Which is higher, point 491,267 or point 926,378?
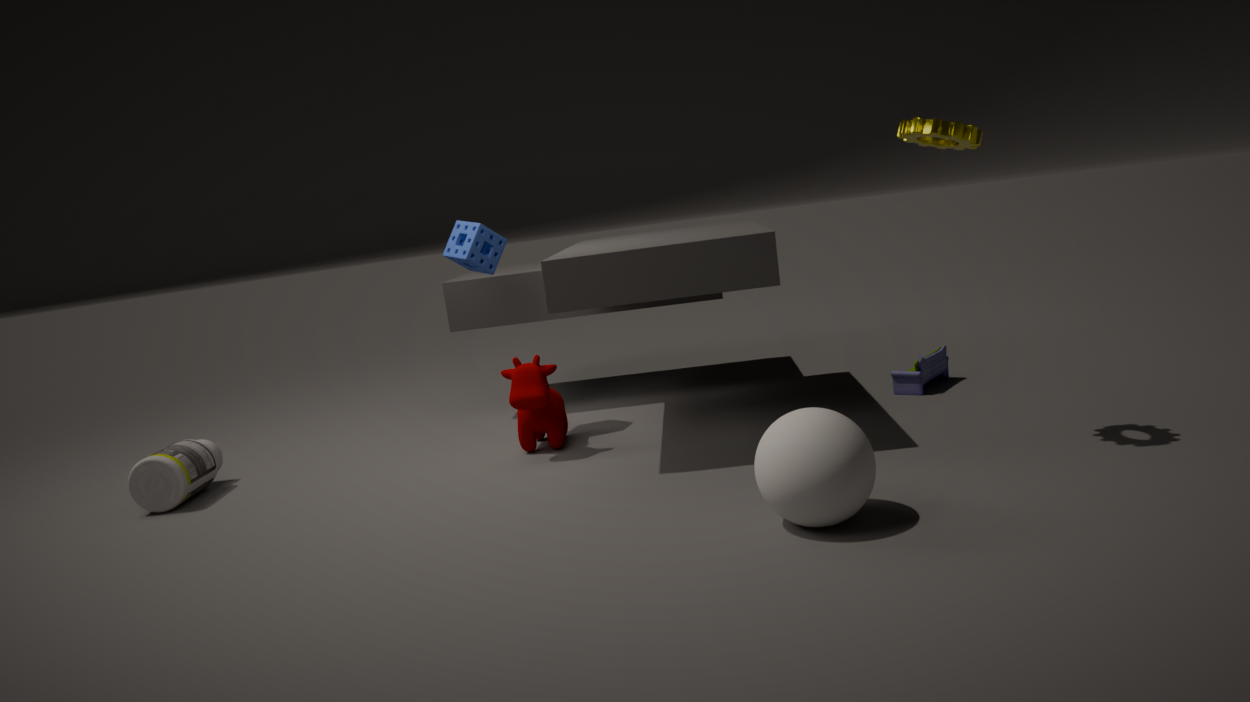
point 491,267
